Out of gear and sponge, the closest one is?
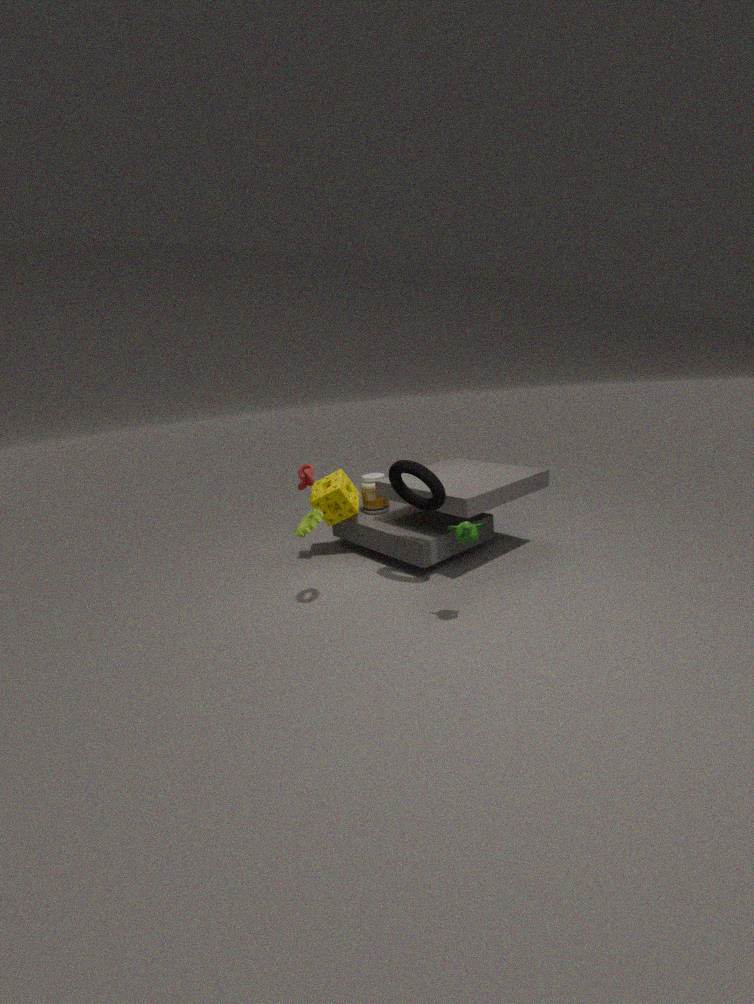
gear
